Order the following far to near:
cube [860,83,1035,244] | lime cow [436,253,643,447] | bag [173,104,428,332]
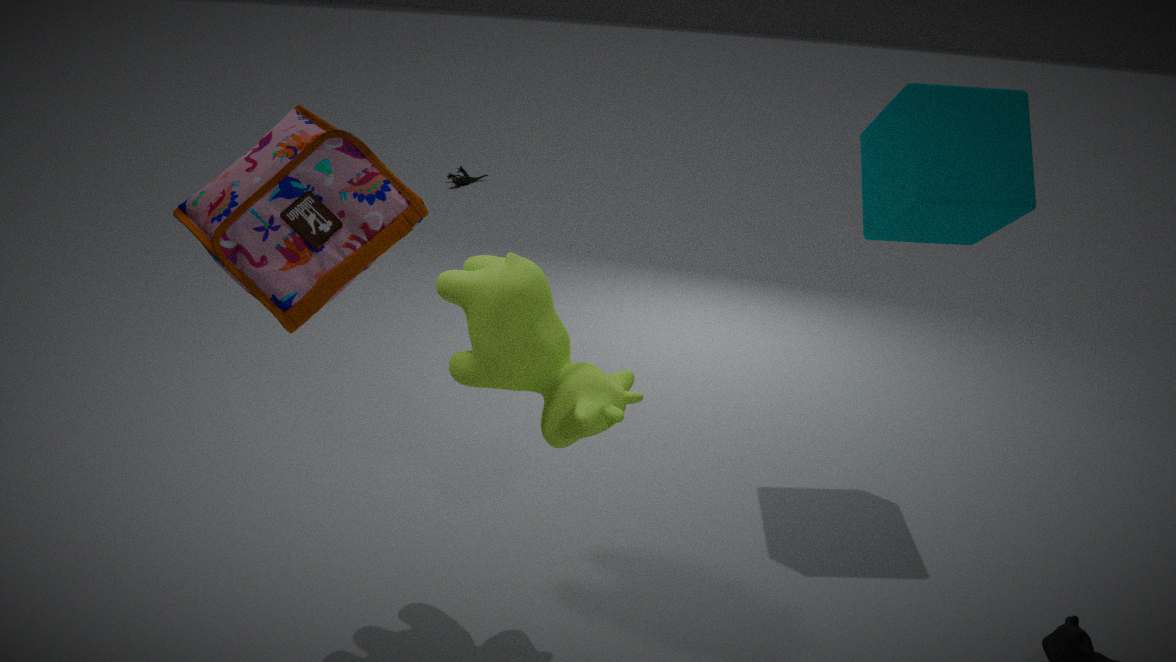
1. cube [860,83,1035,244]
2. lime cow [436,253,643,447]
3. bag [173,104,428,332]
